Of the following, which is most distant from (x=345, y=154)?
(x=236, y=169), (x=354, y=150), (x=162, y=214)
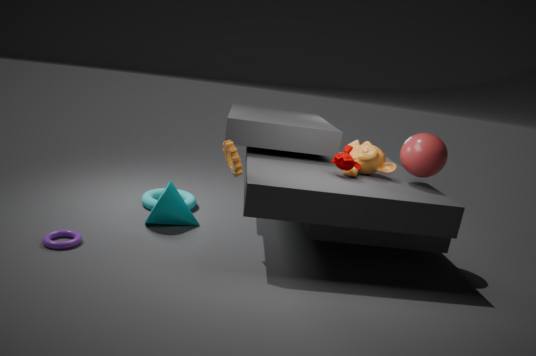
(x=162, y=214)
